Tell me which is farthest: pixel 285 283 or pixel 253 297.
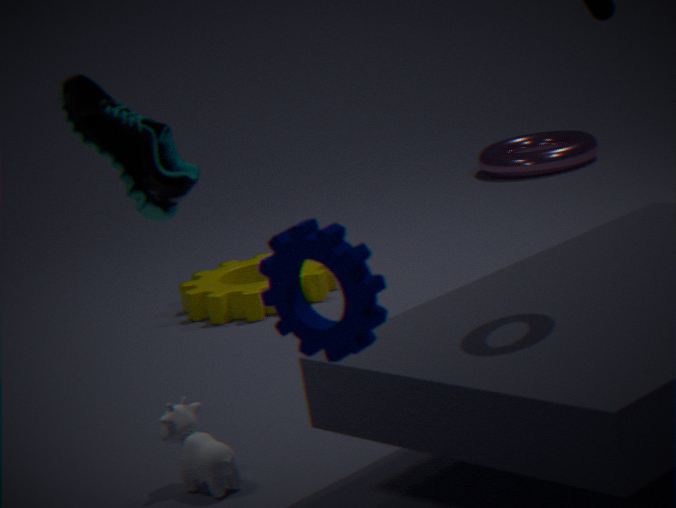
pixel 253 297
